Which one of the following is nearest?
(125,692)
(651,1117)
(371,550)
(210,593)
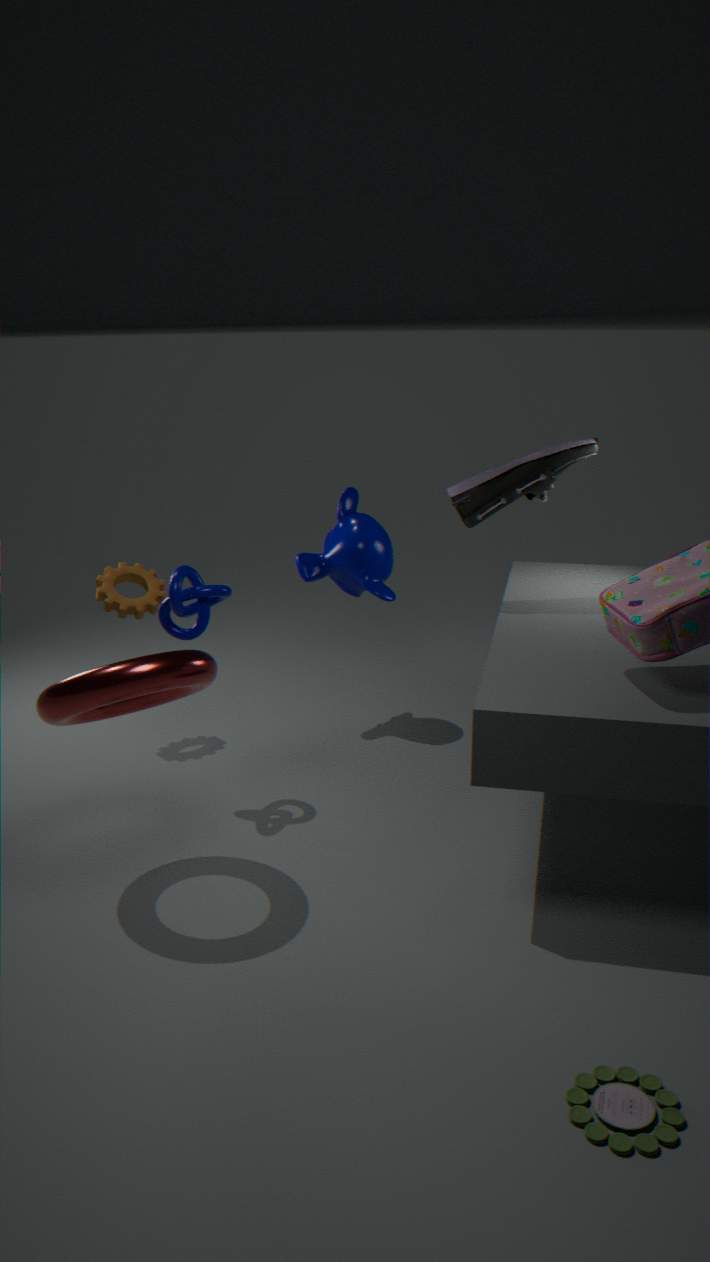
(651,1117)
